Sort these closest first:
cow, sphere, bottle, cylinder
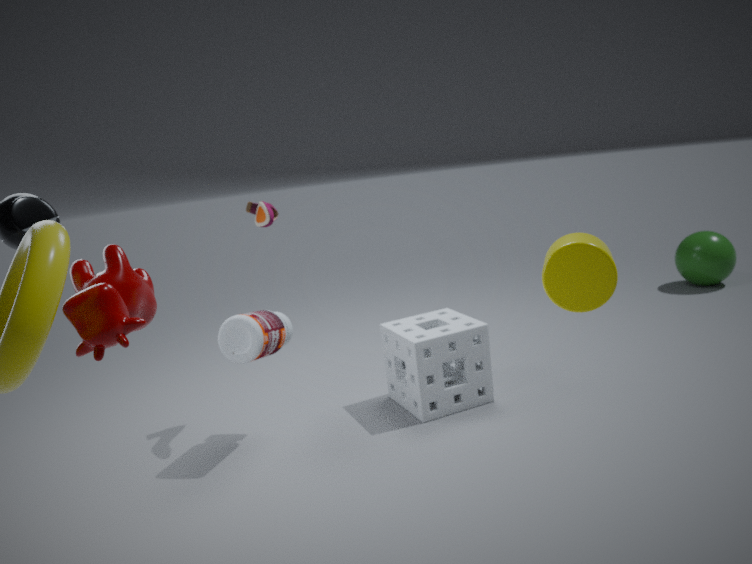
cow, cylinder, bottle, sphere
